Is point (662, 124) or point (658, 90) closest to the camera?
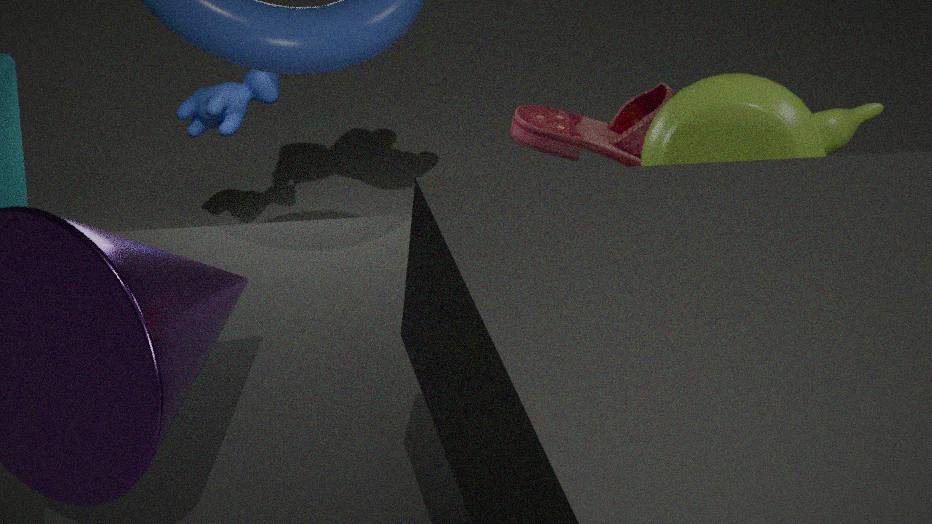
point (662, 124)
